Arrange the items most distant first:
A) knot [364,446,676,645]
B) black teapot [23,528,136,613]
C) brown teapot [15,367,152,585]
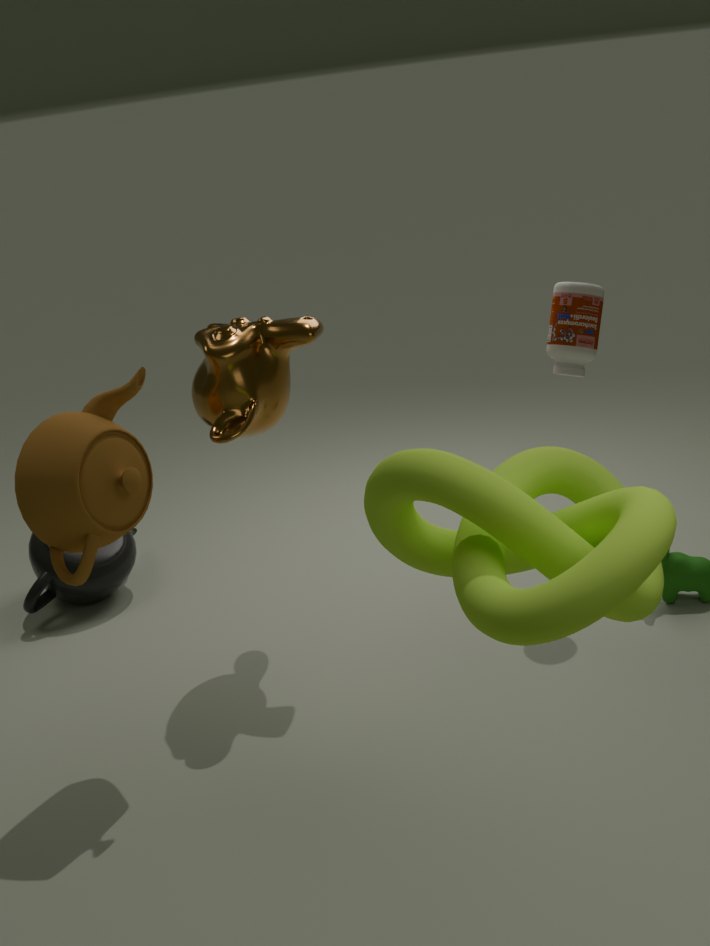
1. black teapot [23,528,136,613]
2. brown teapot [15,367,152,585]
3. knot [364,446,676,645]
